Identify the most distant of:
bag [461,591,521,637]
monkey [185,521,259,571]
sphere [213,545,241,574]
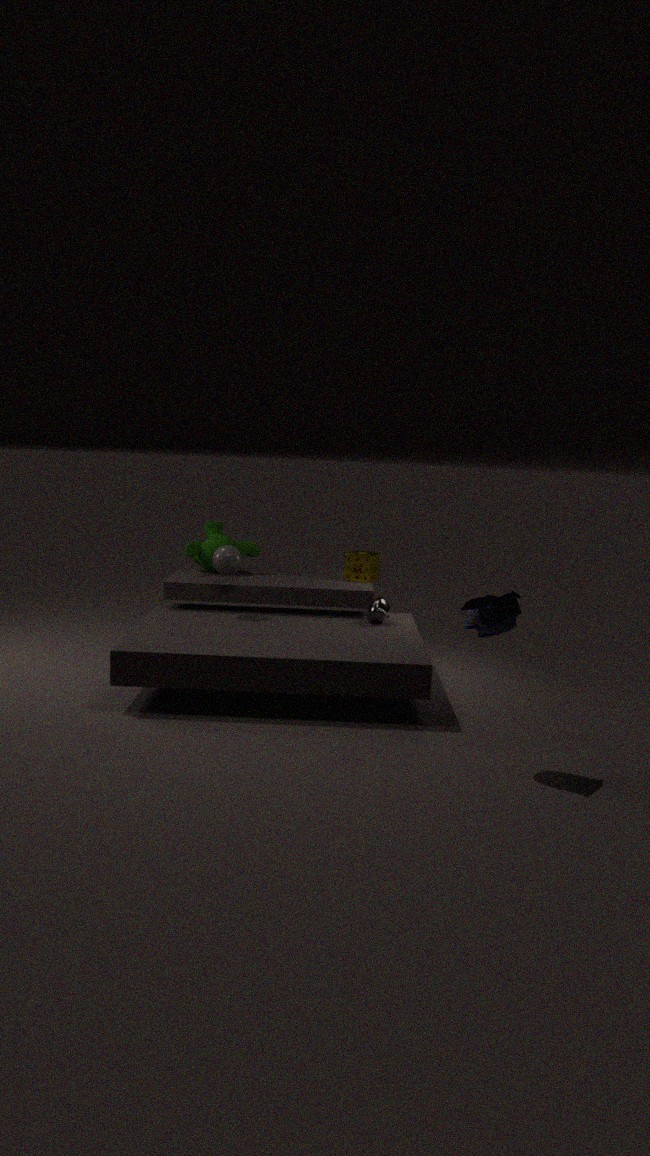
monkey [185,521,259,571]
